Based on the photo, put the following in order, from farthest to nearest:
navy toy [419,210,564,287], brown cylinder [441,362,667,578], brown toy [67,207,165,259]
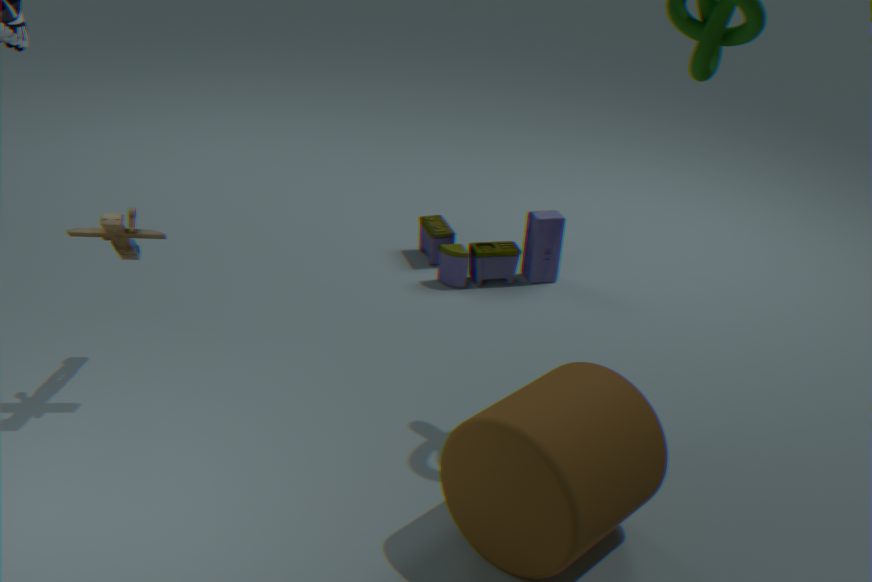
navy toy [419,210,564,287], brown toy [67,207,165,259], brown cylinder [441,362,667,578]
